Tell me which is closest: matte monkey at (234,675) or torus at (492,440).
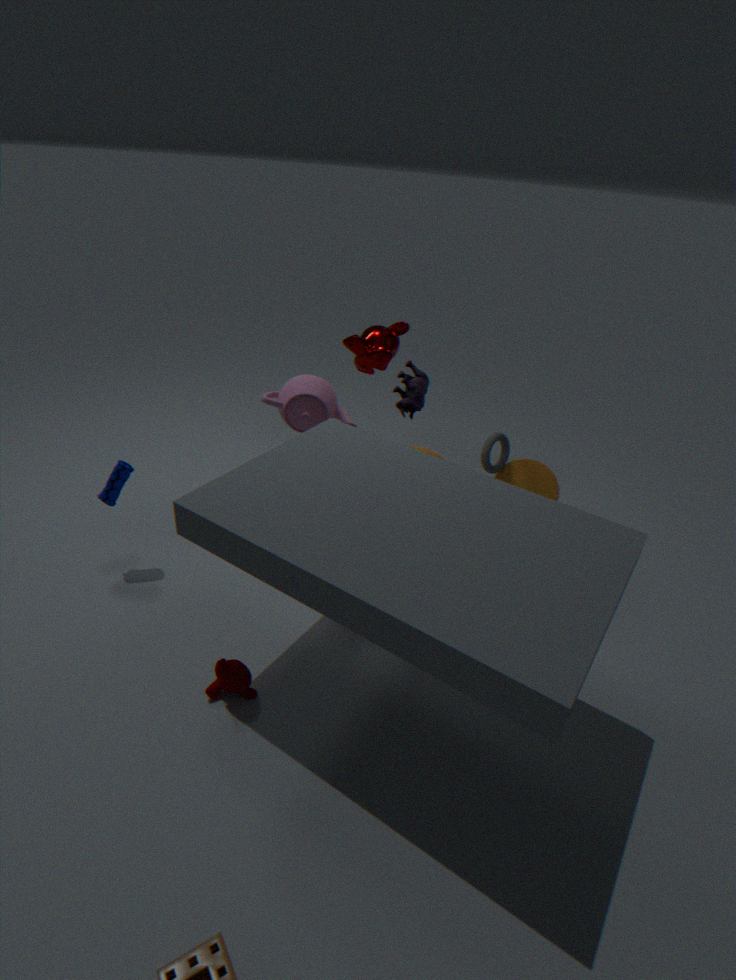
matte monkey at (234,675)
